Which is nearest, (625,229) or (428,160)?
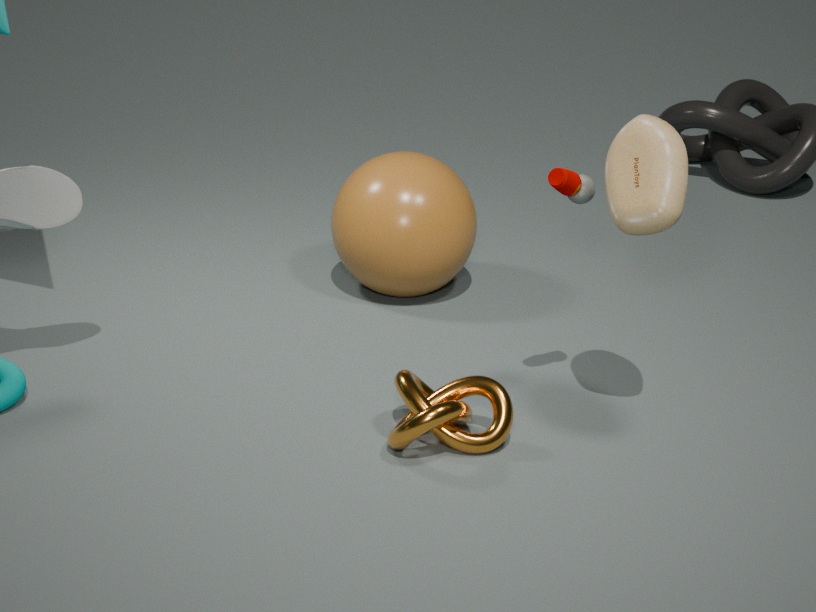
(625,229)
